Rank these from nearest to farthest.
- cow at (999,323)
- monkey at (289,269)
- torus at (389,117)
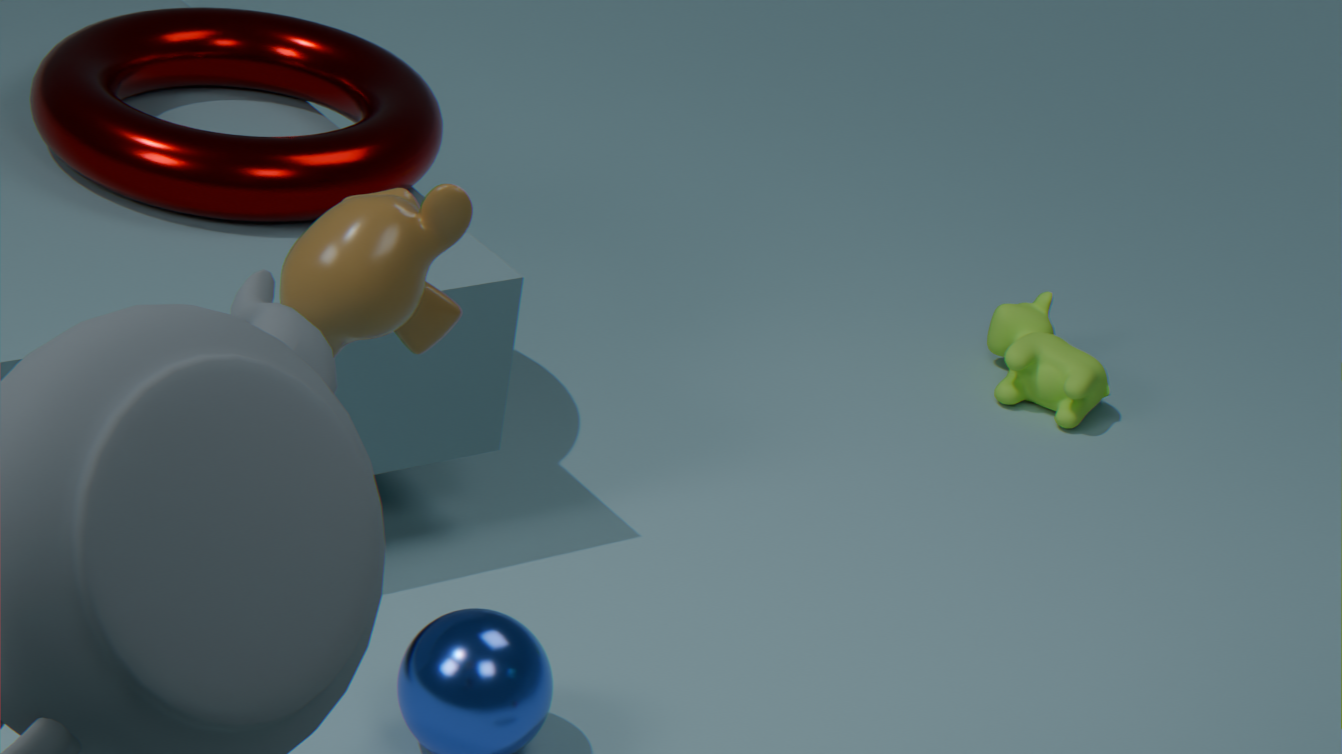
1. monkey at (289,269)
2. torus at (389,117)
3. cow at (999,323)
